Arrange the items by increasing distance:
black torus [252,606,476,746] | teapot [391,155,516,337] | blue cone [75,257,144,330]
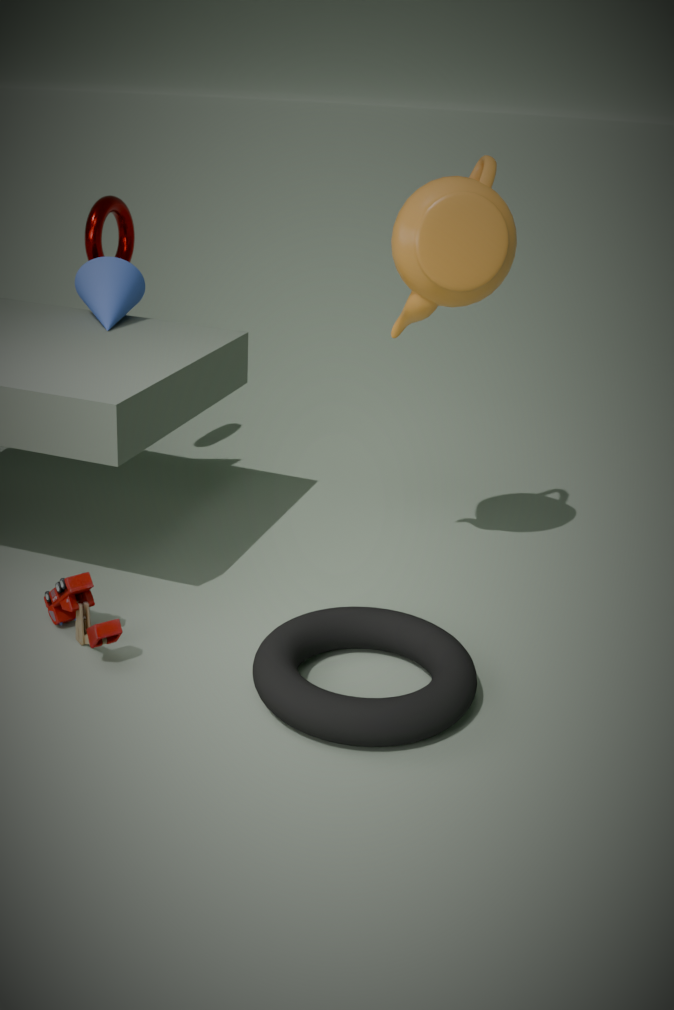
black torus [252,606,476,746], teapot [391,155,516,337], blue cone [75,257,144,330]
